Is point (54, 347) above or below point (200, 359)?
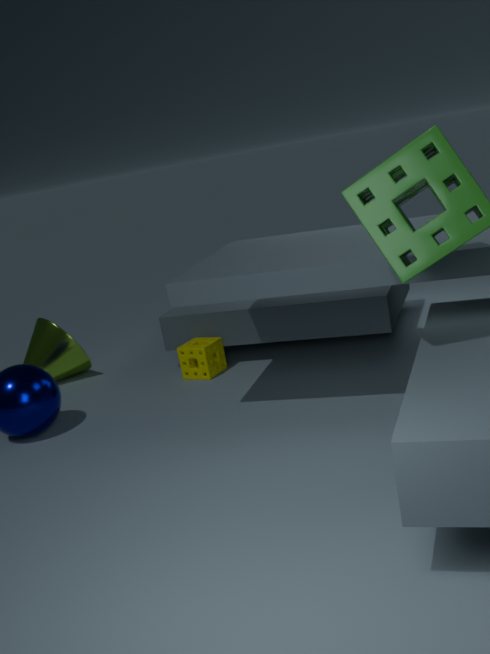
above
